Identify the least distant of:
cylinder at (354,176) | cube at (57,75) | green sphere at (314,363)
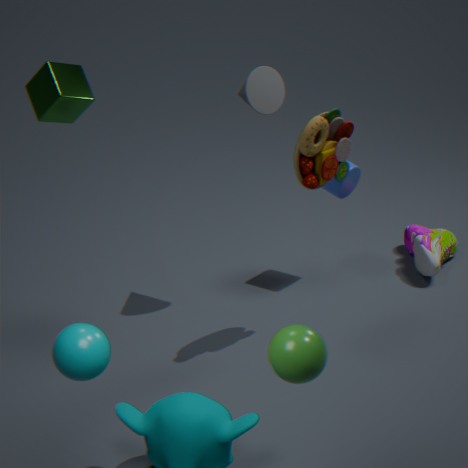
green sphere at (314,363)
